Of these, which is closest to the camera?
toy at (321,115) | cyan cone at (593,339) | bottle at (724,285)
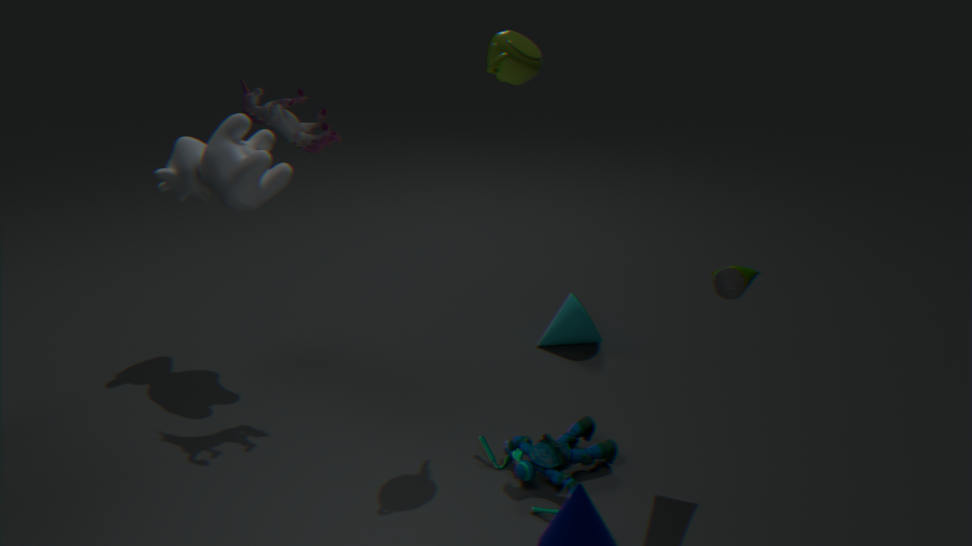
bottle at (724,285)
